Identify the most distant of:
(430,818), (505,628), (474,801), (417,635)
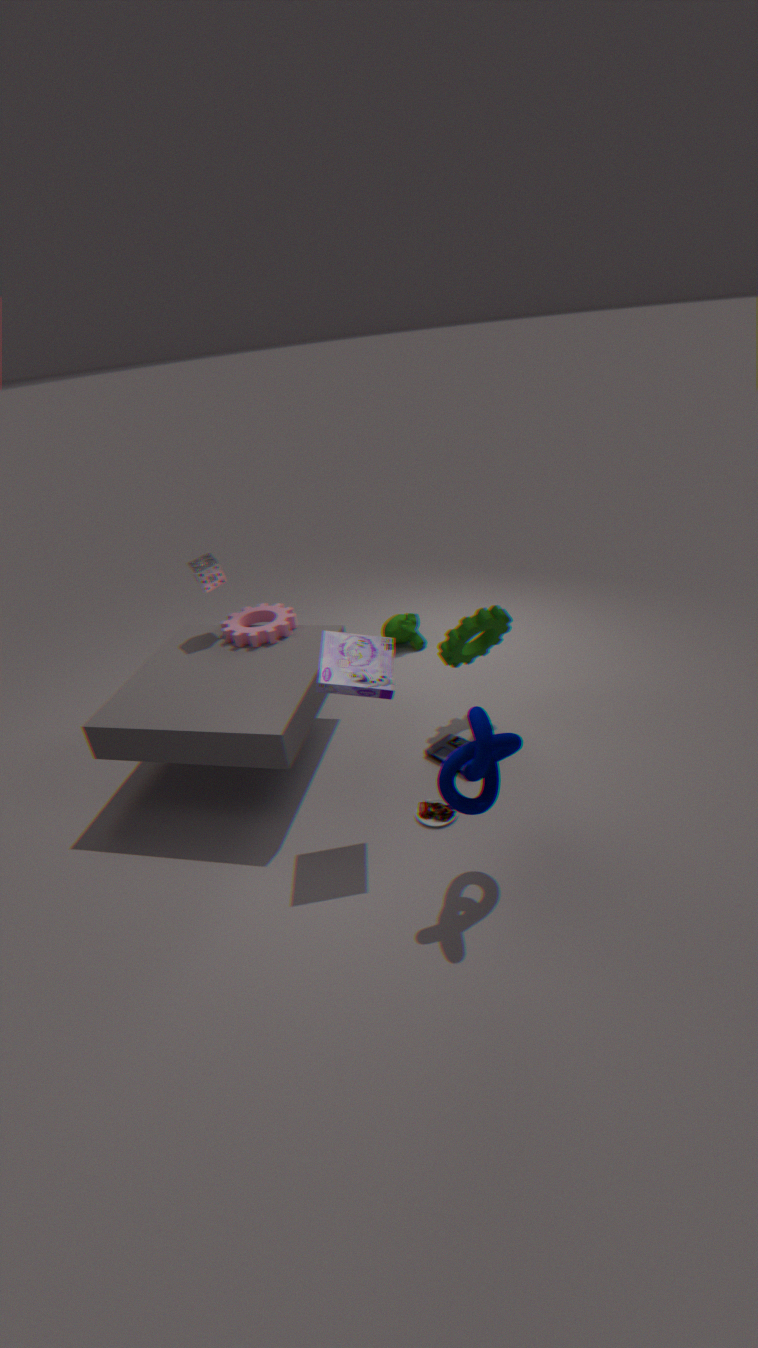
(417,635)
